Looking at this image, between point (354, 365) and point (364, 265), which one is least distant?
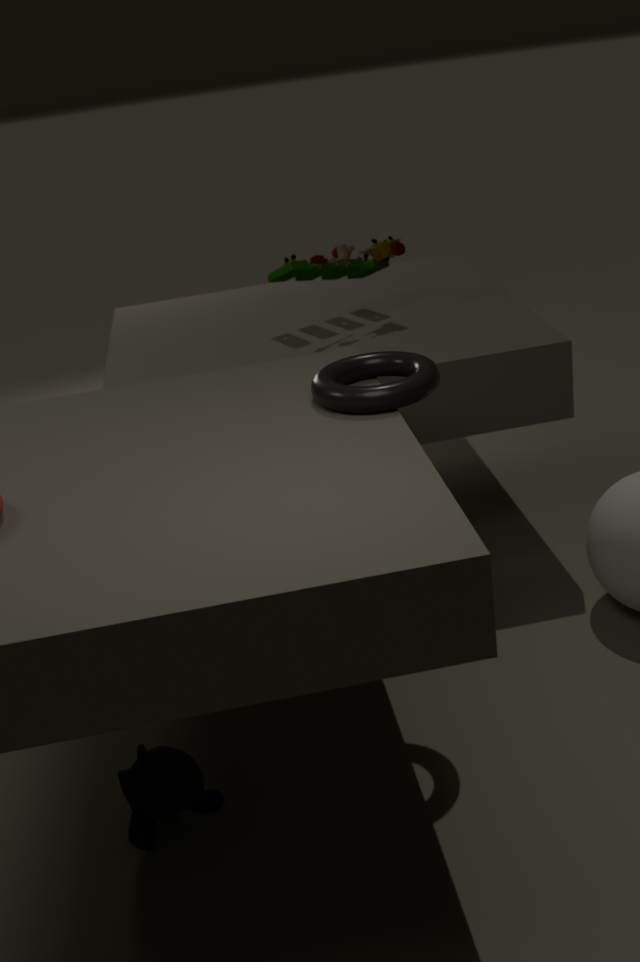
point (354, 365)
